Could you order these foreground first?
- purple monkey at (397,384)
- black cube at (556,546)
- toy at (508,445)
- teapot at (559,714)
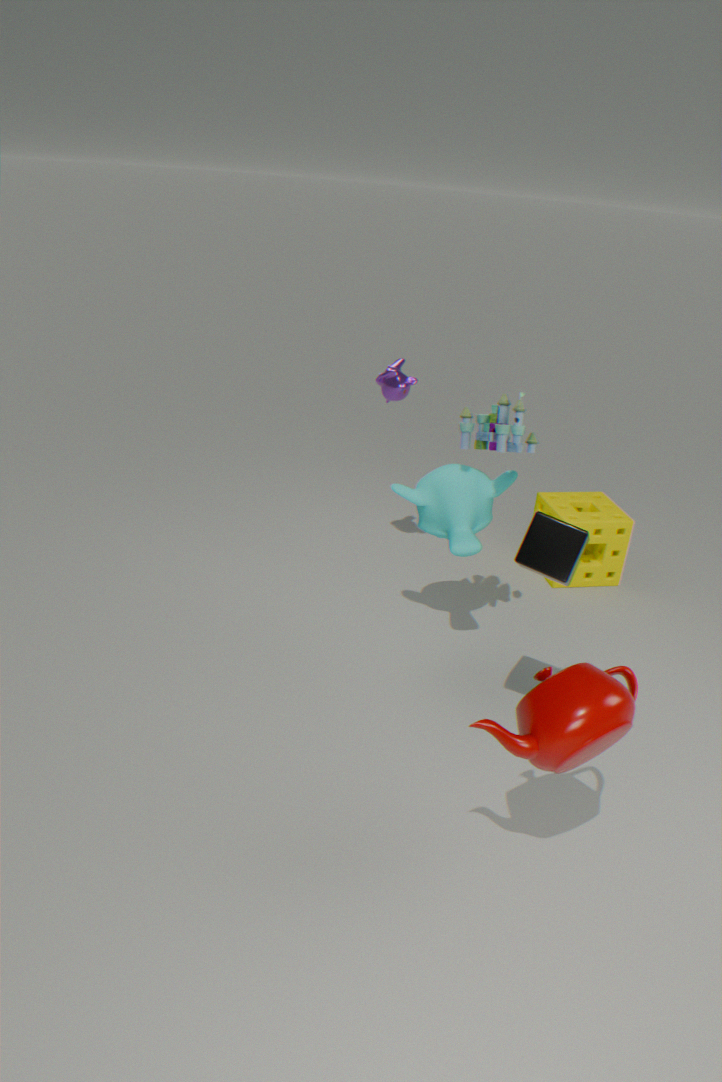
teapot at (559,714)
black cube at (556,546)
toy at (508,445)
purple monkey at (397,384)
